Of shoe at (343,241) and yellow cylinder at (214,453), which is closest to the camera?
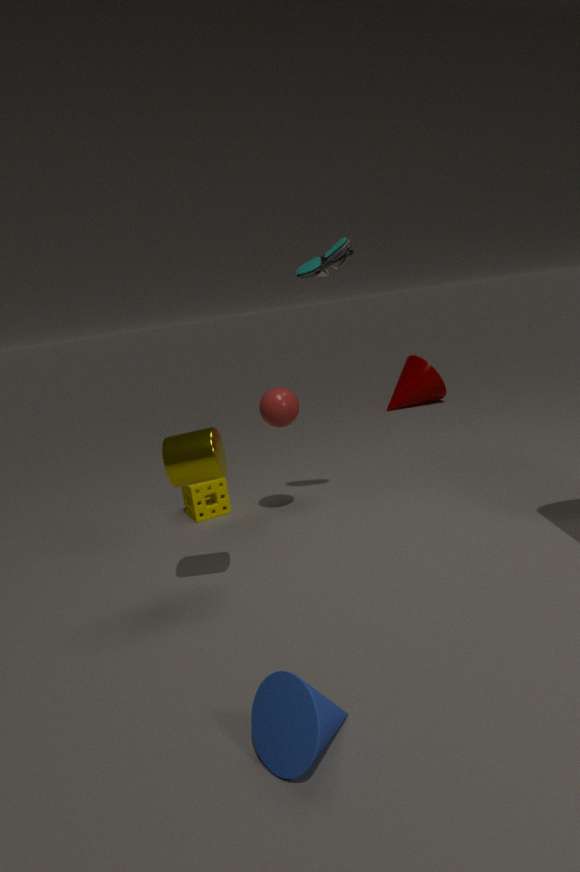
yellow cylinder at (214,453)
